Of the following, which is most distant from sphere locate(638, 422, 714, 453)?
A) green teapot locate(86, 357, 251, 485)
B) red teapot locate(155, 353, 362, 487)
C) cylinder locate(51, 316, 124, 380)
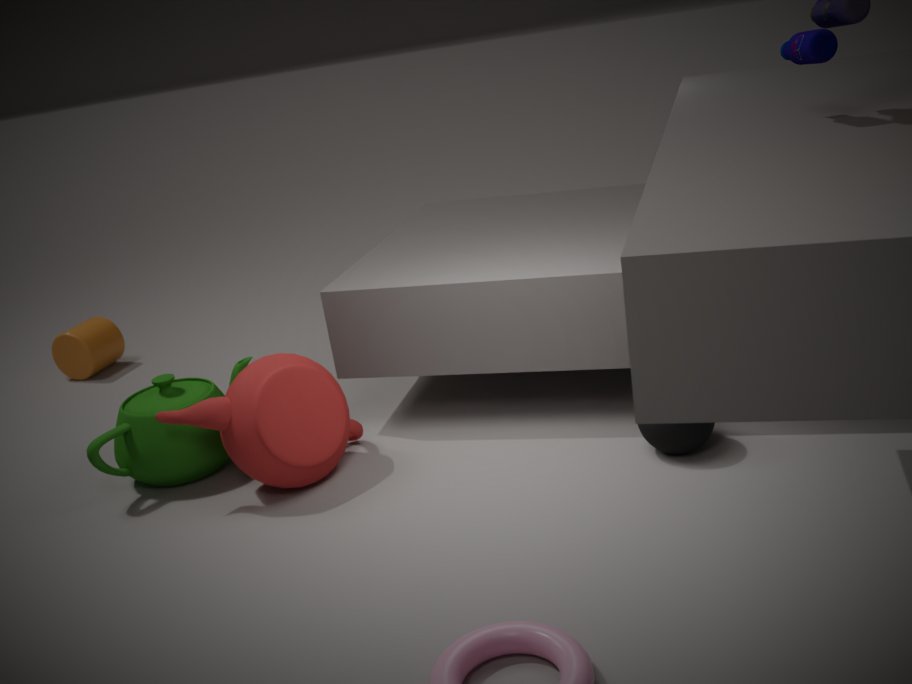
cylinder locate(51, 316, 124, 380)
